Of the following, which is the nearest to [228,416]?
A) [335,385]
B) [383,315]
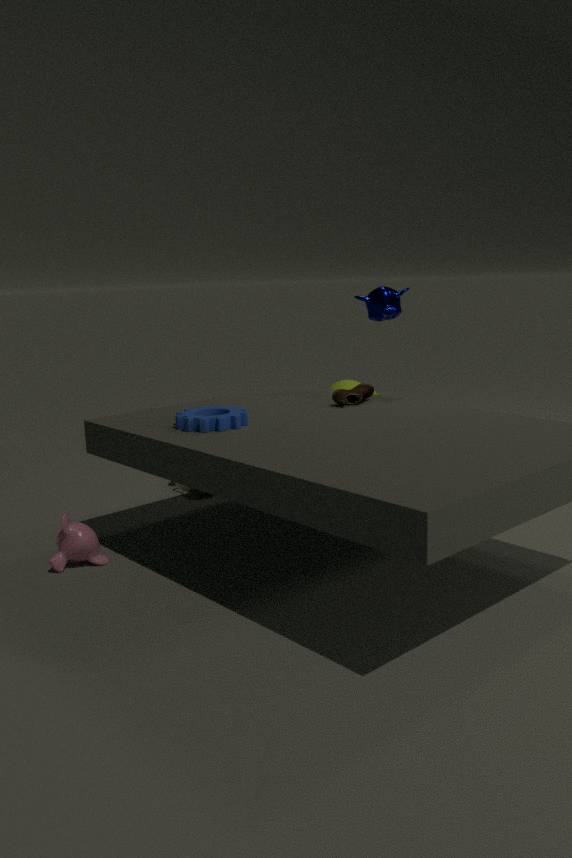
[383,315]
